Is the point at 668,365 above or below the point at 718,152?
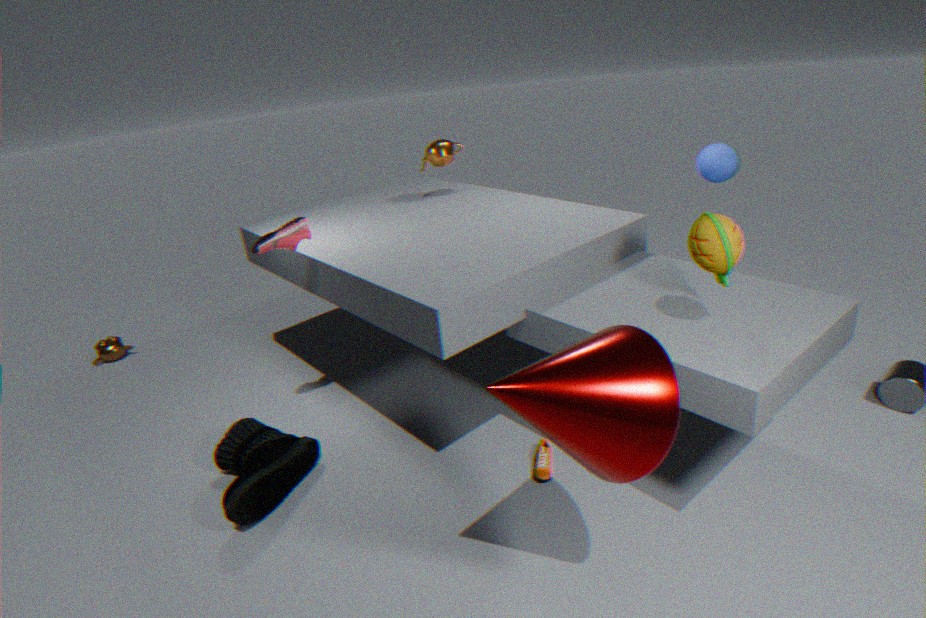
below
